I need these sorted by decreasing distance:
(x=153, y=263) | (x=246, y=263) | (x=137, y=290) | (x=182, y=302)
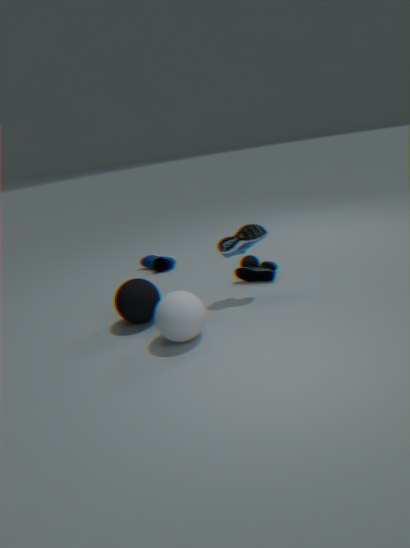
1. (x=153, y=263)
2. (x=246, y=263)
3. (x=137, y=290)
4. (x=182, y=302)
